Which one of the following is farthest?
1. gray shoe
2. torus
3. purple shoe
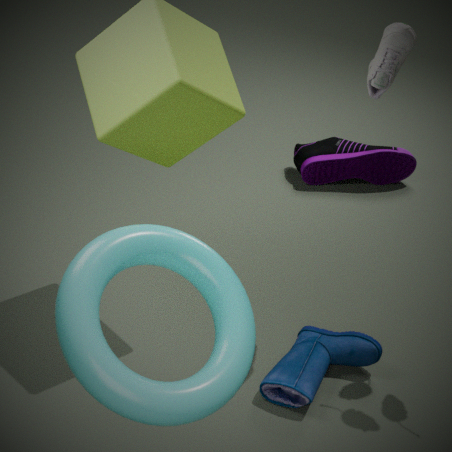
purple shoe
